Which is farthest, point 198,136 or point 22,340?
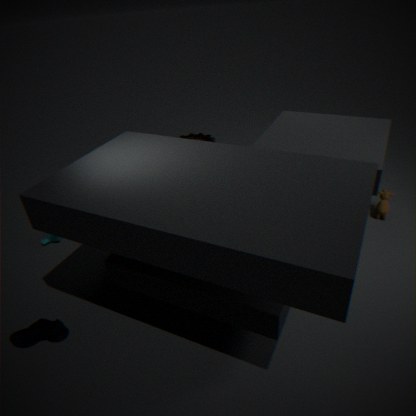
point 198,136
